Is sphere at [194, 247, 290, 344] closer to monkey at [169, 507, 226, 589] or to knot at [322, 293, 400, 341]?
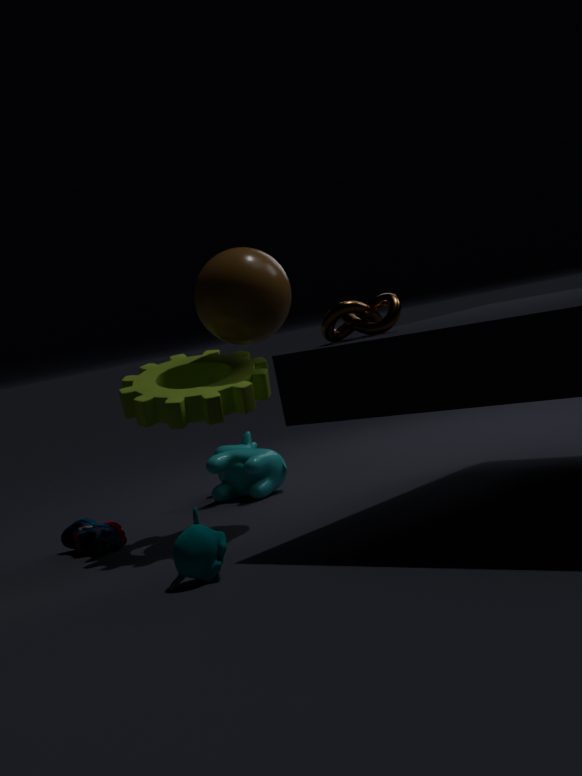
knot at [322, 293, 400, 341]
